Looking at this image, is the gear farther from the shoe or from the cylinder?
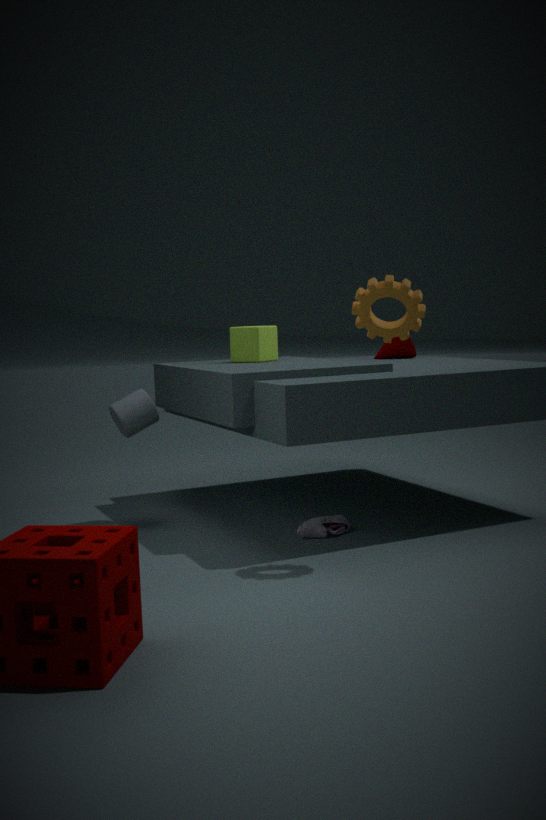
the cylinder
